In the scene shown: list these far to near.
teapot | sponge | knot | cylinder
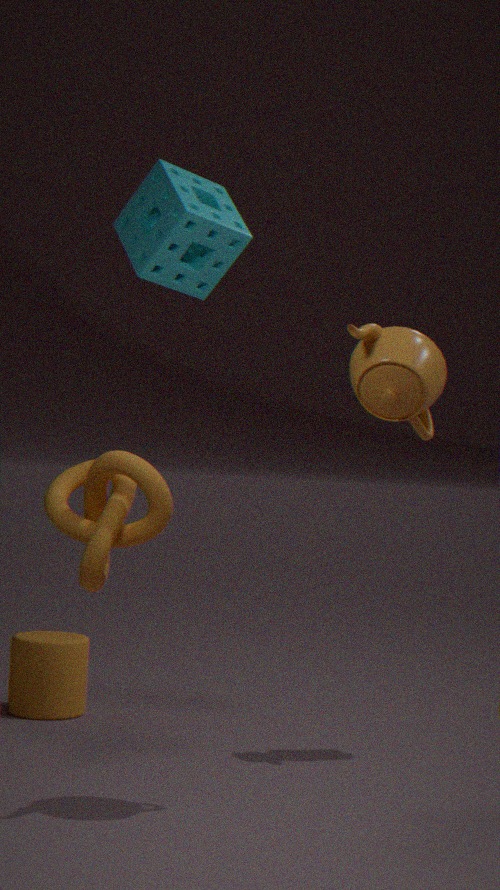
1. cylinder
2. sponge
3. knot
4. teapot
